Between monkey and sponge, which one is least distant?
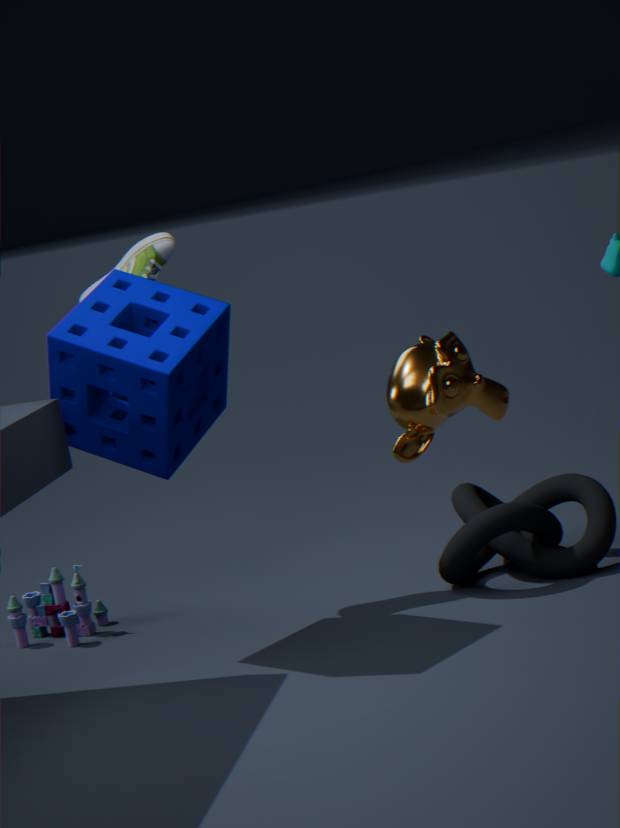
monkey
